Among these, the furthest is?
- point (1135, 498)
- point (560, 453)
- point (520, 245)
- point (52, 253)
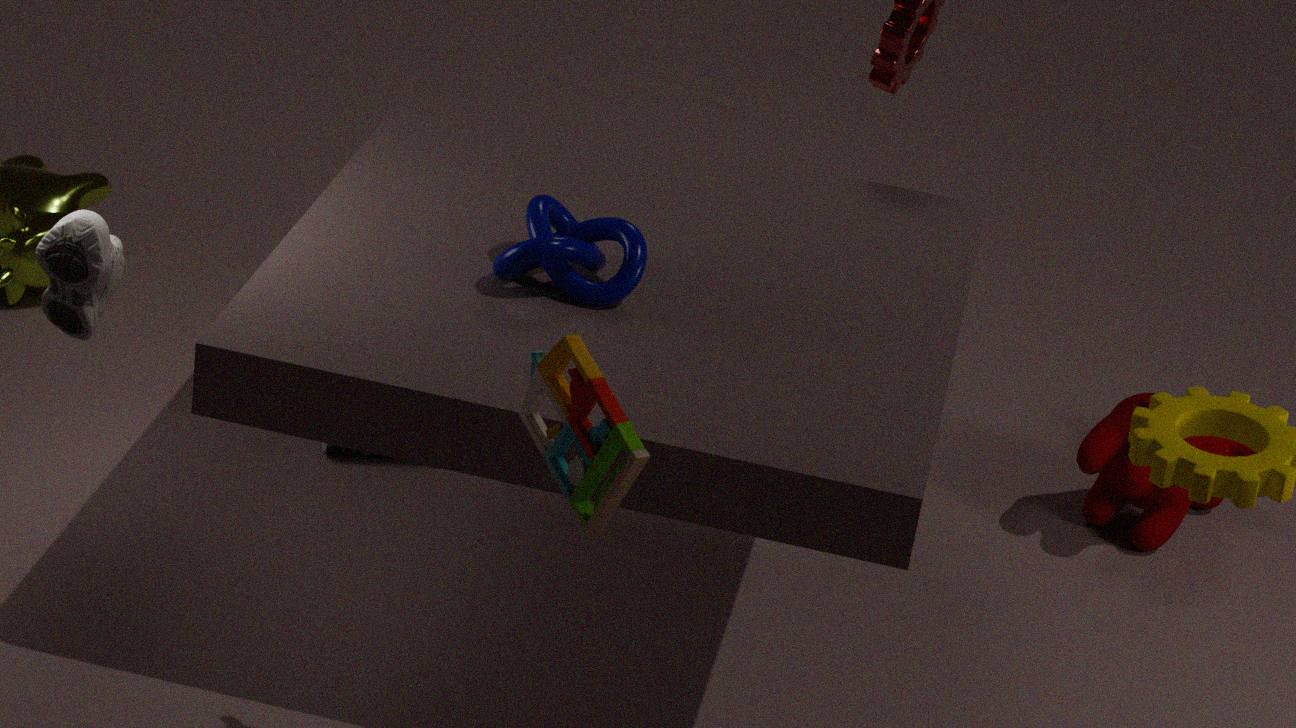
point (1135, 498)
